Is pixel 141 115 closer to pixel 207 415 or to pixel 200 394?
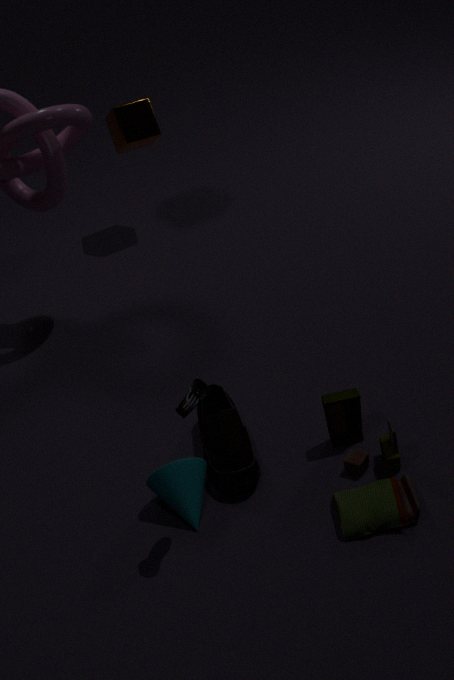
pixel 207 415
